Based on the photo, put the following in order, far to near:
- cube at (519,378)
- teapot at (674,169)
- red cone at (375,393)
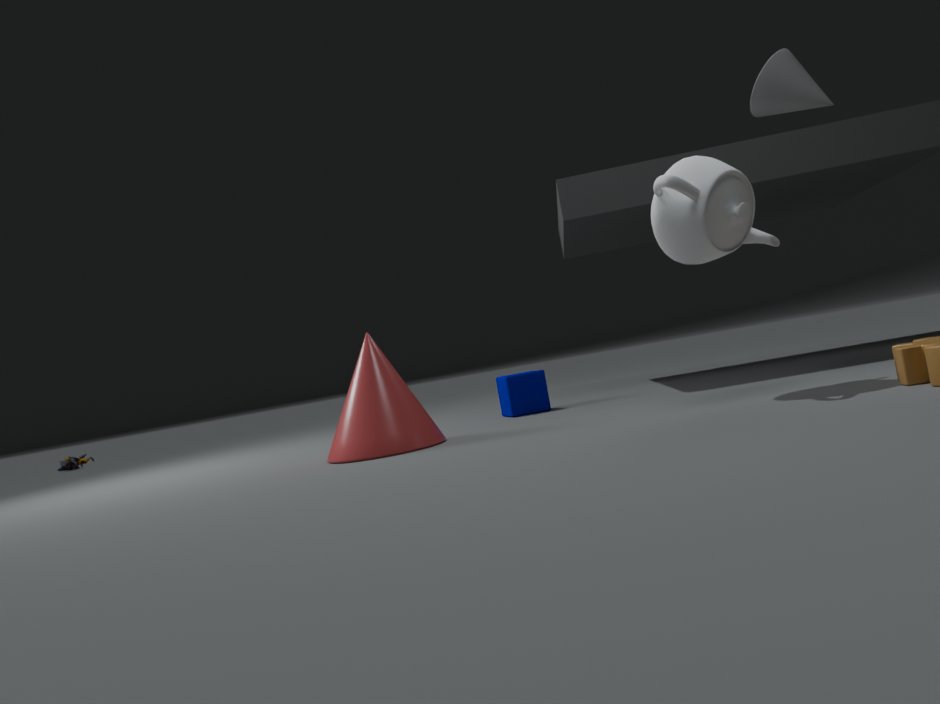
cube at (519,378), red cone at (375,393), teapot at (674,169)
